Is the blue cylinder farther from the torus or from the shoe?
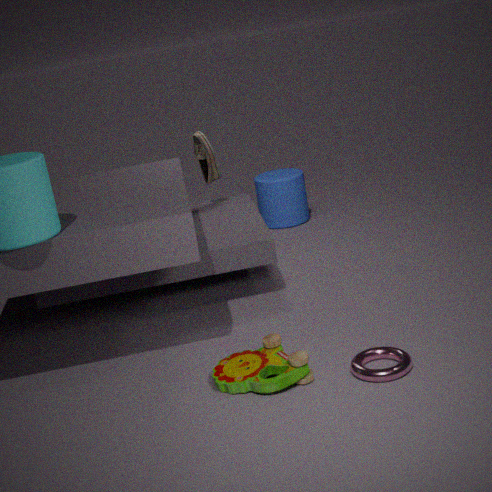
the torus
